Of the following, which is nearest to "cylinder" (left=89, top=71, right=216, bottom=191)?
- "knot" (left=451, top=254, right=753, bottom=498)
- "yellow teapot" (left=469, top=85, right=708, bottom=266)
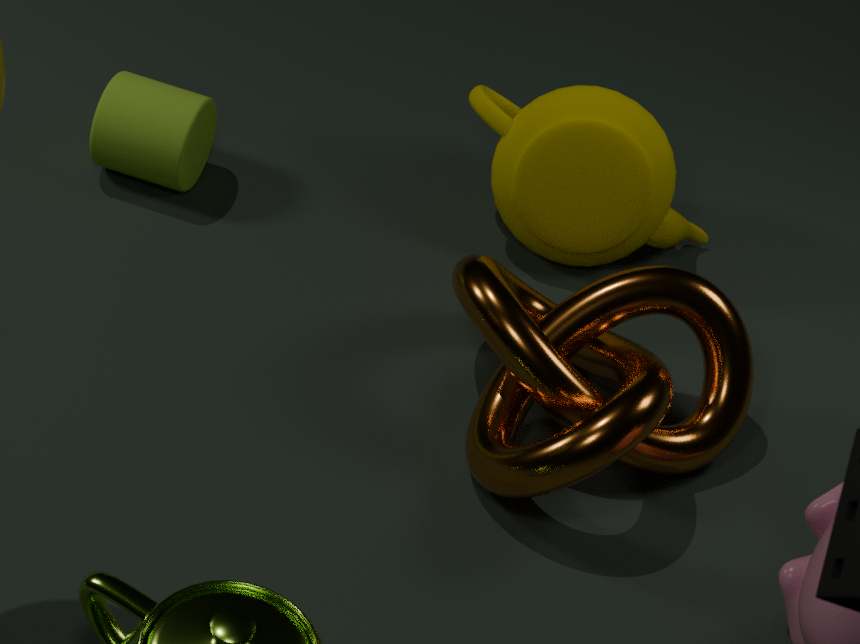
"yellow teapot" (left=469, top=85, right=708, bottom=266)
